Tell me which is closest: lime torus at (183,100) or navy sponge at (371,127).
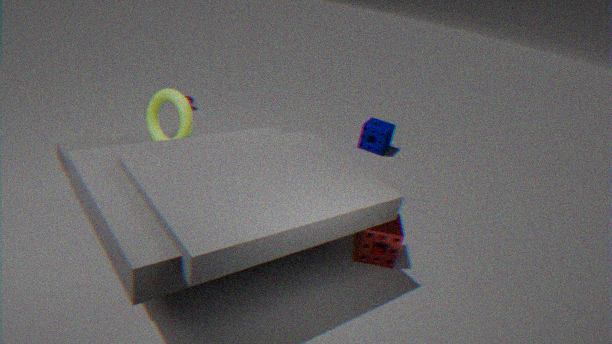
lime torus at (183,100)
